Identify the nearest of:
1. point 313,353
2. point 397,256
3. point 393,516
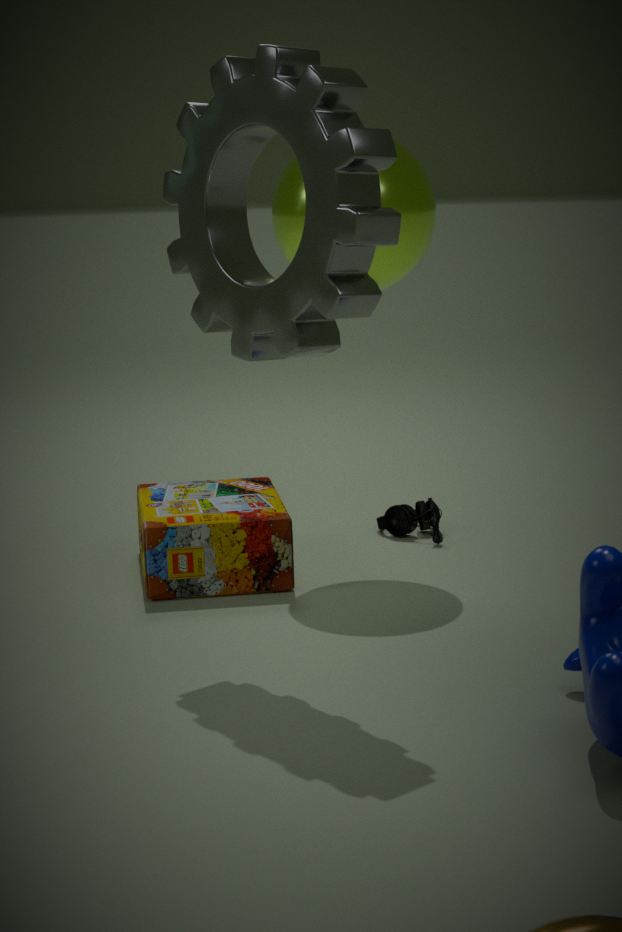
point 313,353
